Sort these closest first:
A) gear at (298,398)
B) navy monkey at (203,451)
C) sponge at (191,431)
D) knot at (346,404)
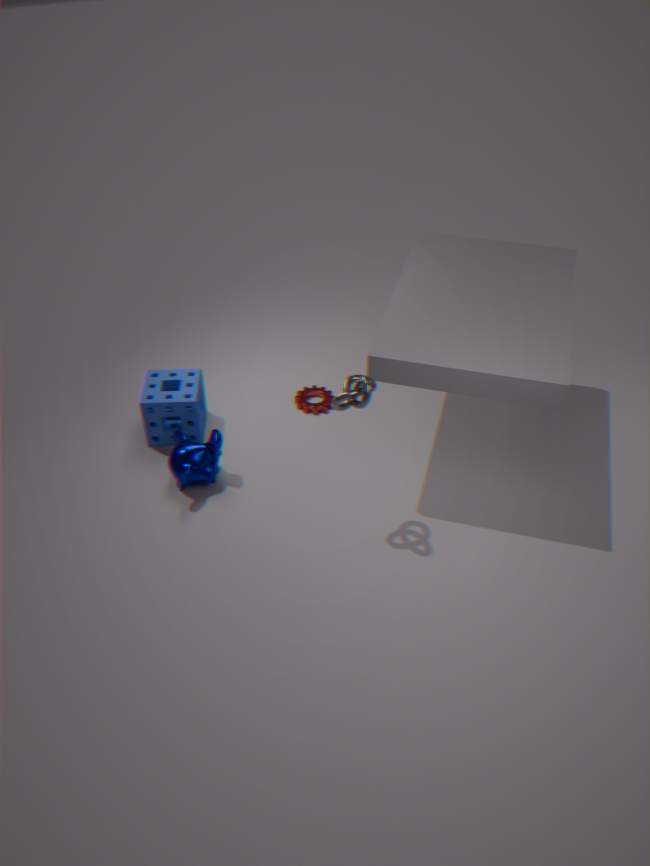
knot at (346,404), navy monkey at (203,451), sponge at (191,431), gear at (298,398)
